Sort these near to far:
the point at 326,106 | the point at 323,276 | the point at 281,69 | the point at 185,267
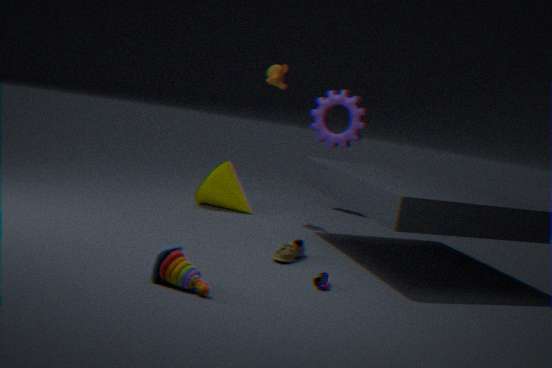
the point at 185,267, the point at 323,276, the point at 281,69, the point at 326,106
